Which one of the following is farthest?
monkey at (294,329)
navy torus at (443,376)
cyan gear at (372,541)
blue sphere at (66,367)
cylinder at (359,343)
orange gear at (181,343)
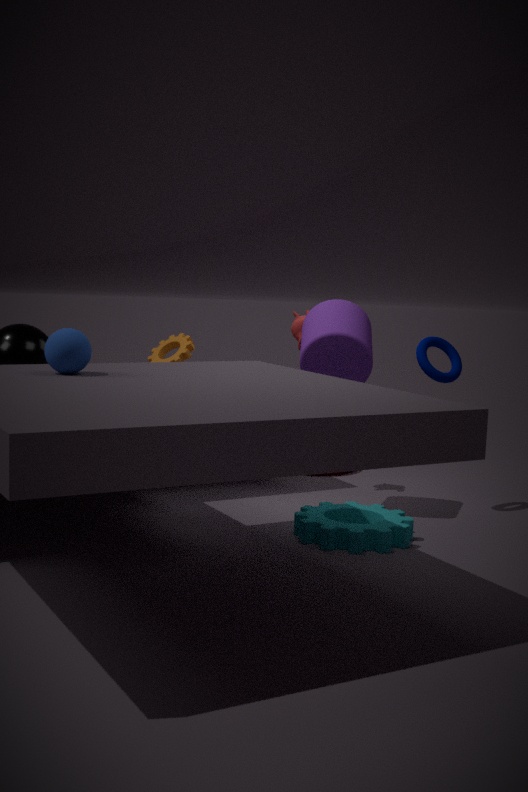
monkey at (294,329)
